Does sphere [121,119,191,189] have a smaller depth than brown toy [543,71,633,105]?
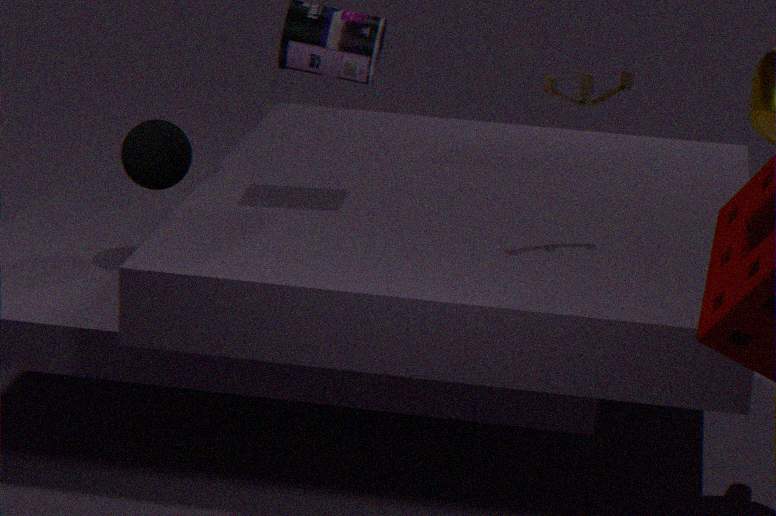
No
